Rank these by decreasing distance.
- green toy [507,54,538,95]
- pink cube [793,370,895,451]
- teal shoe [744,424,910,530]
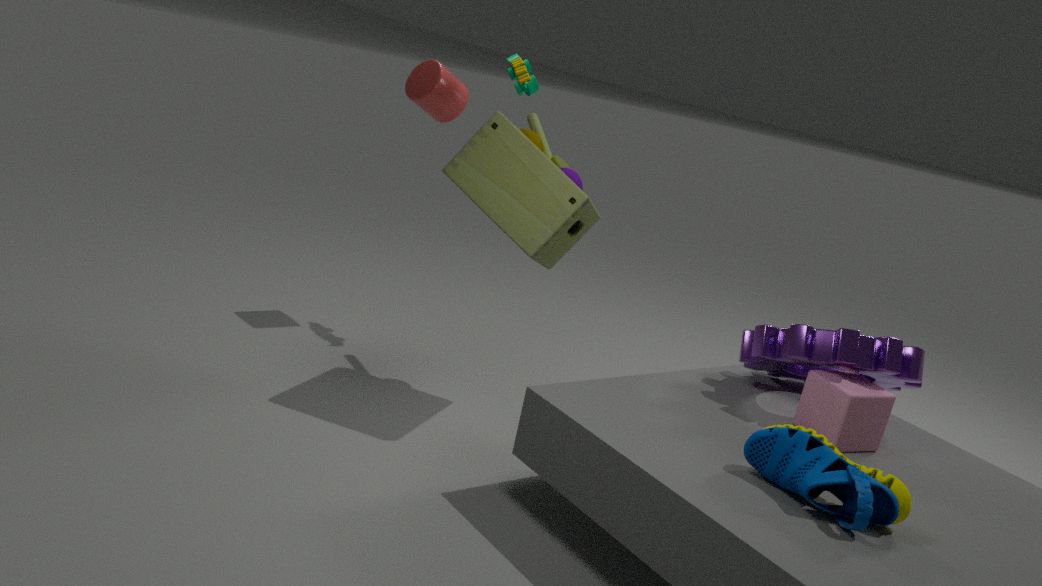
green toy [507,54,538,95] < pink cube [793,370,895,451] < teal shoe [744,424,910,530]
